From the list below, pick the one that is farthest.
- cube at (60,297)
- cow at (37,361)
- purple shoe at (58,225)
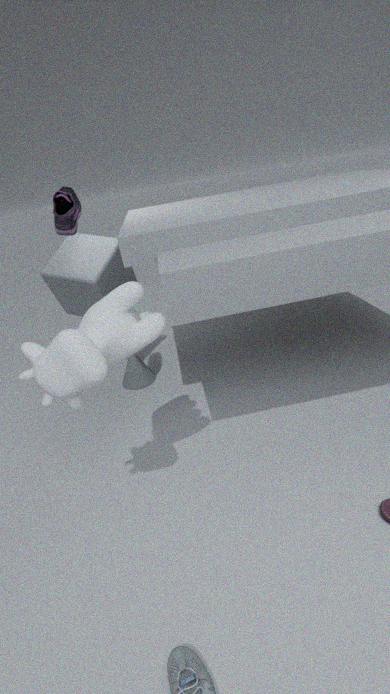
cube at (60,297)
